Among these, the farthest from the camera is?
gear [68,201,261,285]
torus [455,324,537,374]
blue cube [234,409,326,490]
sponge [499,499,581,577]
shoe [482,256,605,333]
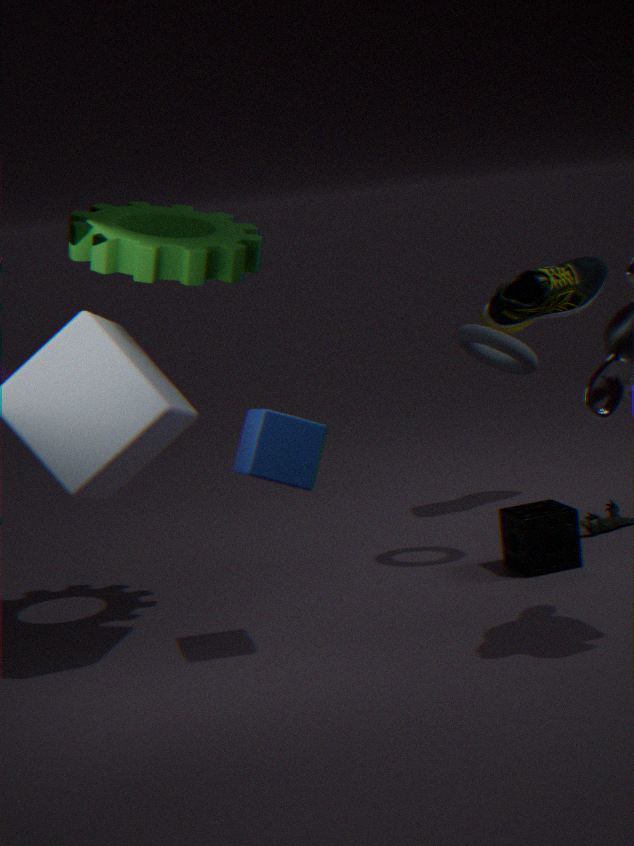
shoe [482,256,605,333]
